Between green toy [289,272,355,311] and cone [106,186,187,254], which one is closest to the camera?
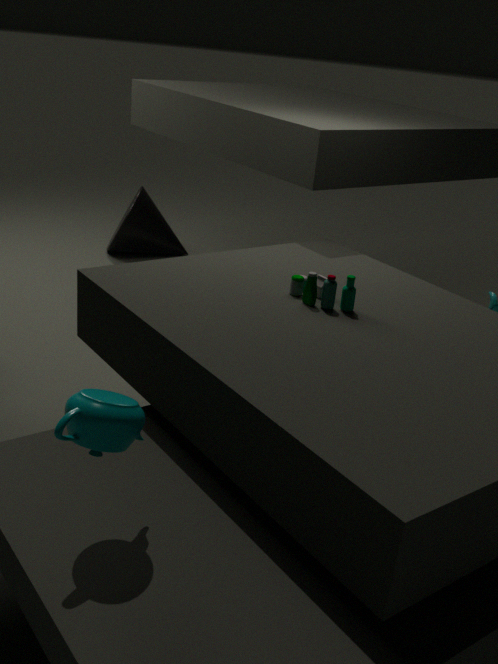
green toy [289,272,355,311]
